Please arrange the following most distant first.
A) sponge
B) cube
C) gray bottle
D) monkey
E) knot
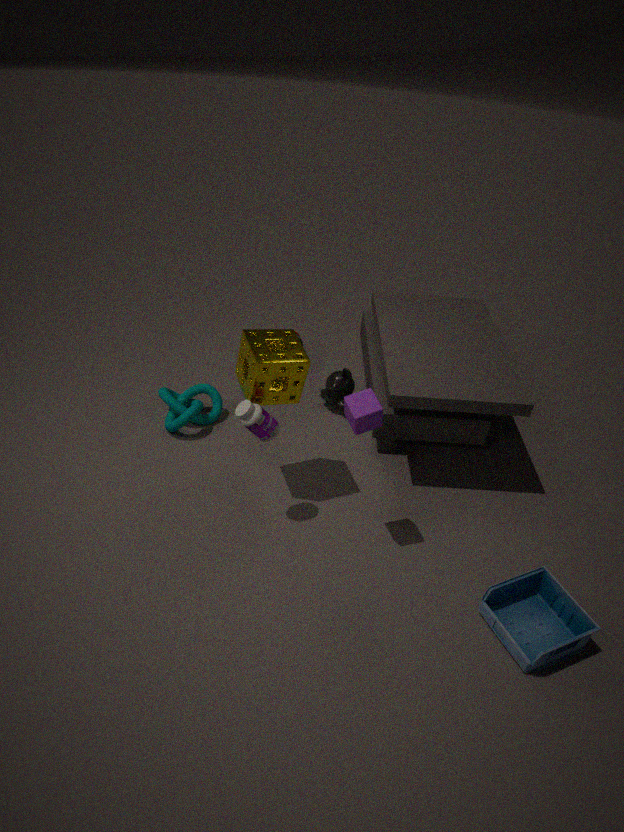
monkey < knot < sponge < gray bottle < cube
